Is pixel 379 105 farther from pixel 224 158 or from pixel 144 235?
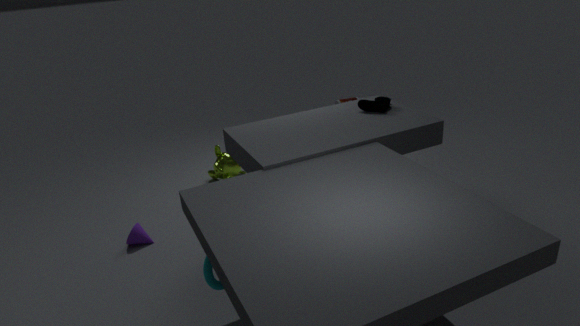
pixel 144 235
